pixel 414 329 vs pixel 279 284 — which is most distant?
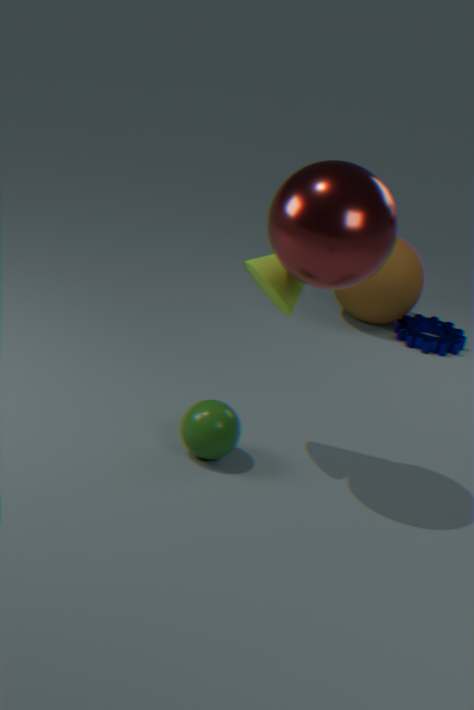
pixel 414 329
